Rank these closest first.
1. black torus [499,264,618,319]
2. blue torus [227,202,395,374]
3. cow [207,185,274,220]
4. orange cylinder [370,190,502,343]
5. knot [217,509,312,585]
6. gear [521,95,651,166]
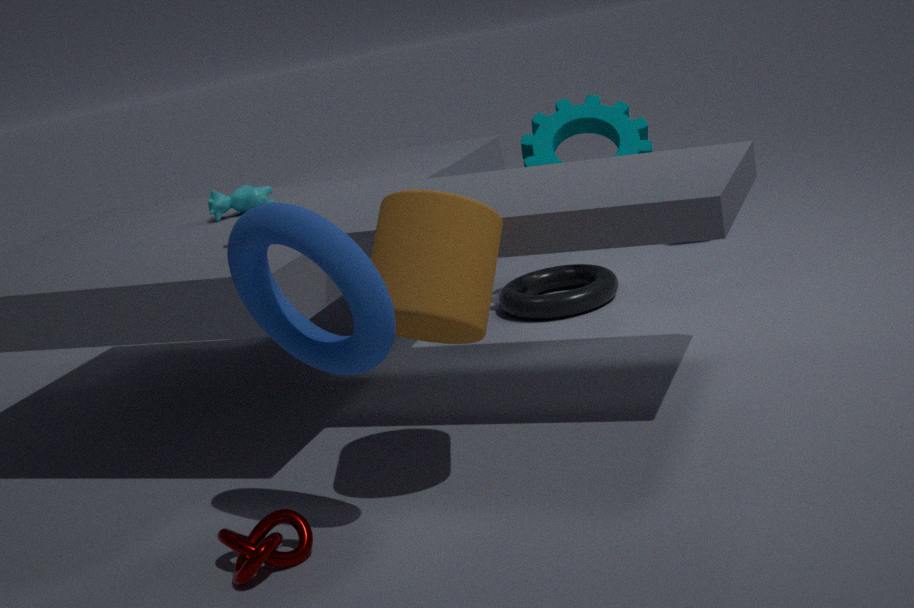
1. blue torus [227,202,395,374]
2. knot [217,509,312,585]
3. orange cylinder [370,190,502,343]
4. cow [207,185,274,220]
5. gear [521,95,651,166]
6. black torus [499,264,618,319]
